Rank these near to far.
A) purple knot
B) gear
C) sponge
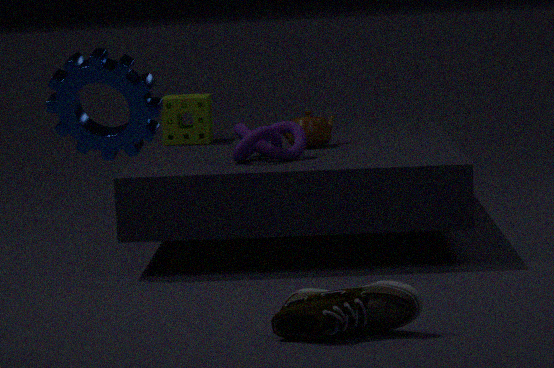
gear → purple knot → sponge
